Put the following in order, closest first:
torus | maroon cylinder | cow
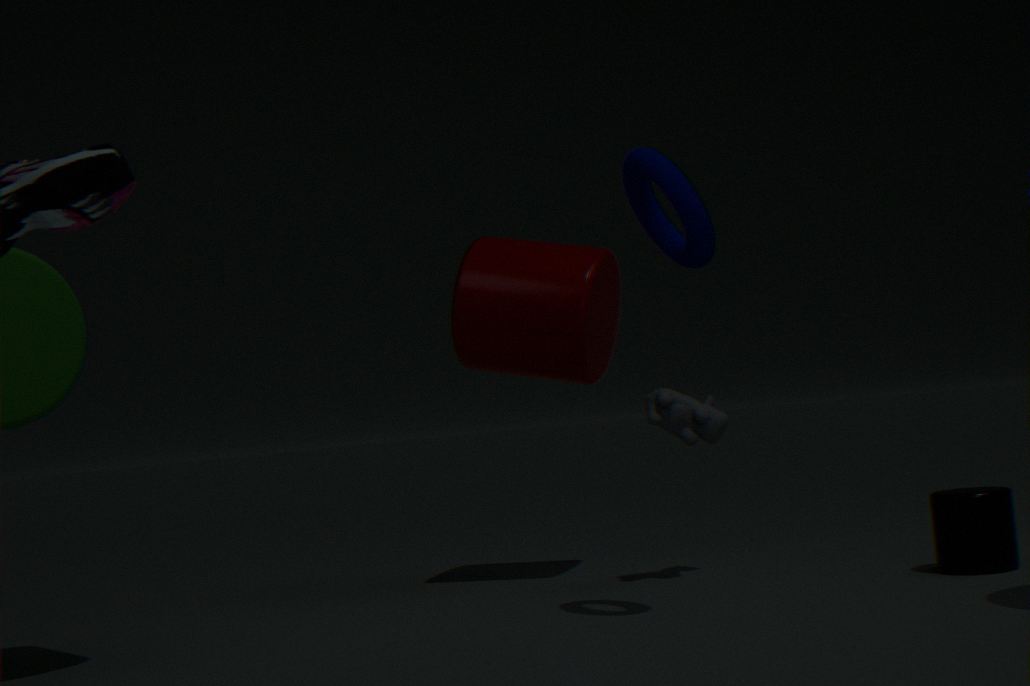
1. torus
2. cow
3. maroon cylinder
